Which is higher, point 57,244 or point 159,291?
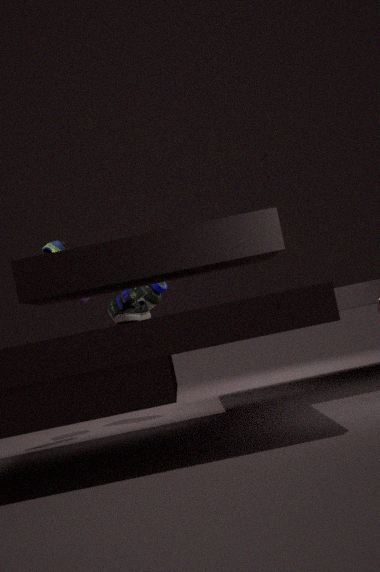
point 57,244
